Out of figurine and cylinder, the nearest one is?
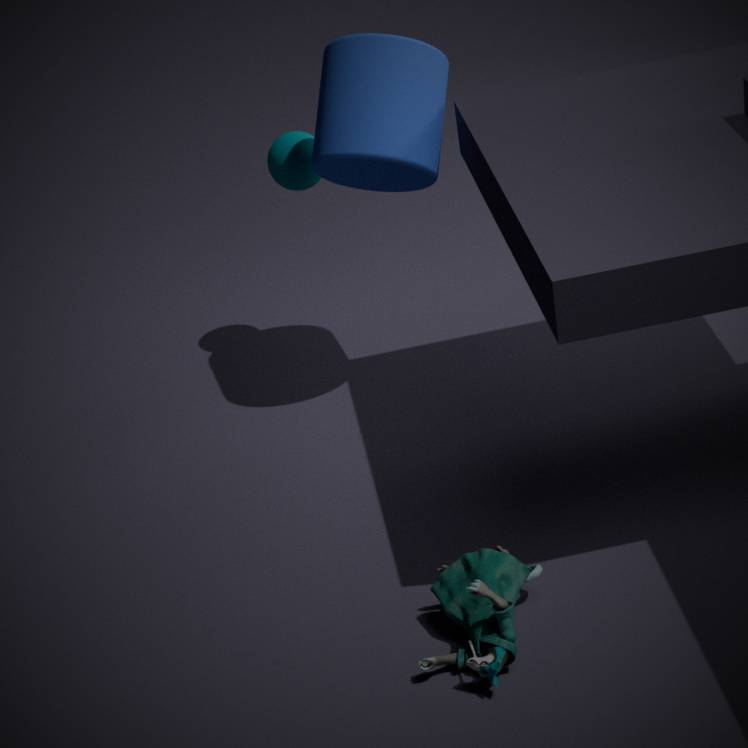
figurine
